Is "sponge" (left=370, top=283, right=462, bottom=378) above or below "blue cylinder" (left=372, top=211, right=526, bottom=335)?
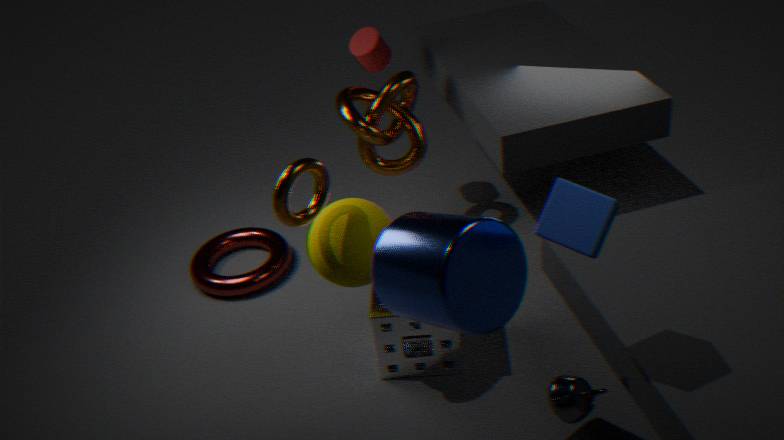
below
